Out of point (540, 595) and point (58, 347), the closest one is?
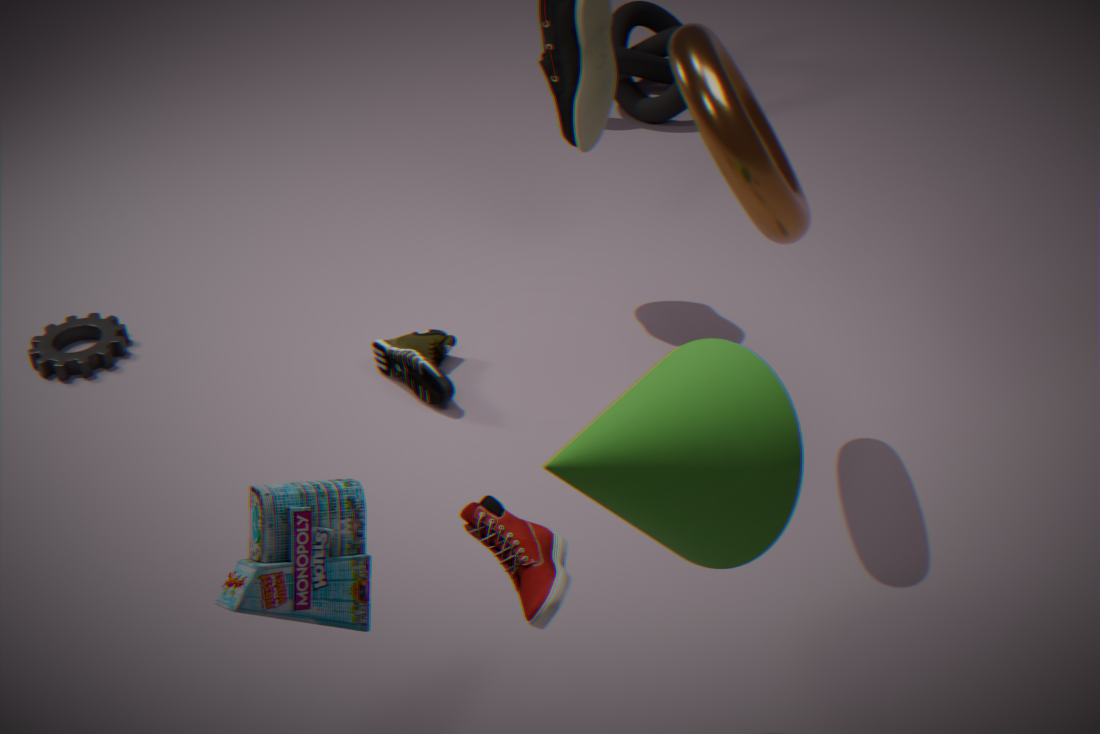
point (540, 595)
